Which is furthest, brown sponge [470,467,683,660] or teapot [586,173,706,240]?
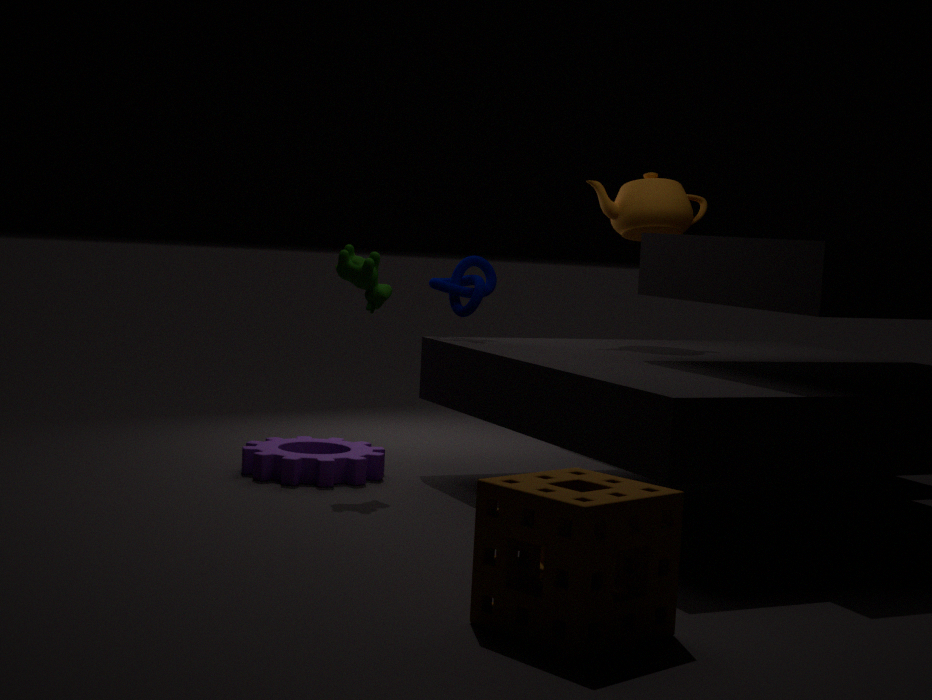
teapot [586,173,706,240]
